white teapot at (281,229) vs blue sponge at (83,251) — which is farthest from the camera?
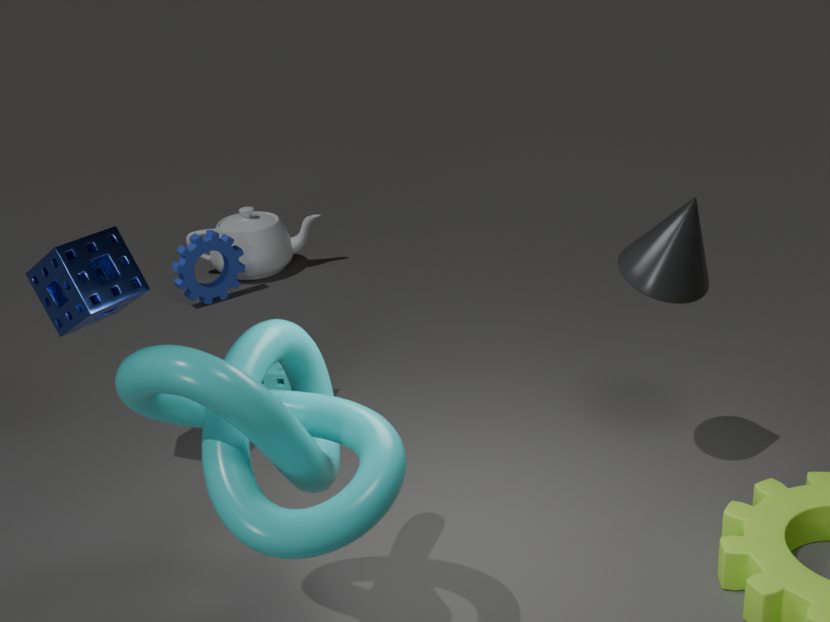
white teapot at (281,229)
